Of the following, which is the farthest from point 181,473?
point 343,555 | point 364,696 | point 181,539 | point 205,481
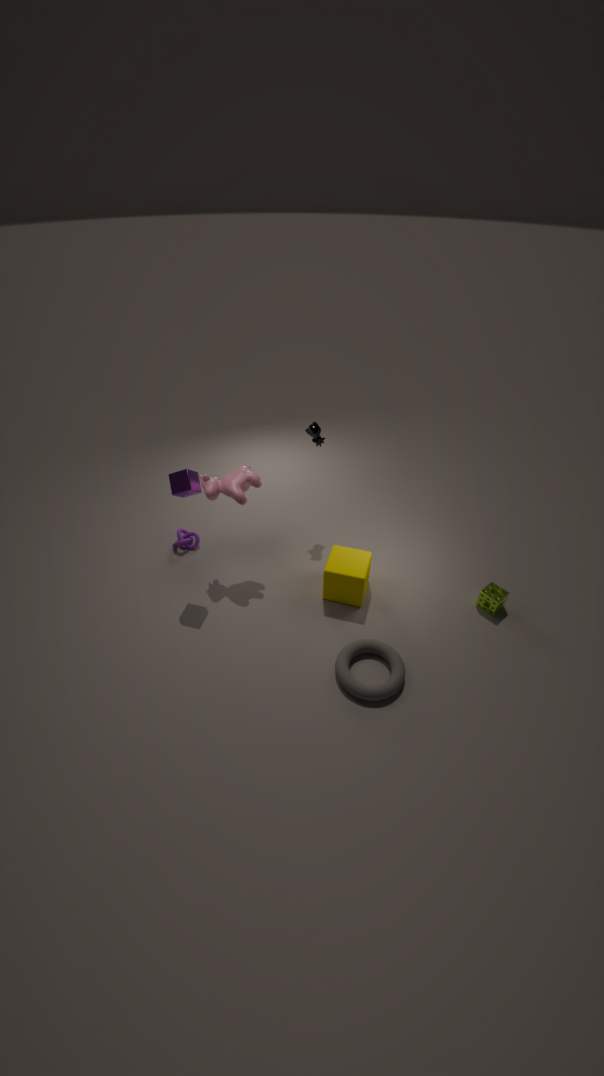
point 364,696
